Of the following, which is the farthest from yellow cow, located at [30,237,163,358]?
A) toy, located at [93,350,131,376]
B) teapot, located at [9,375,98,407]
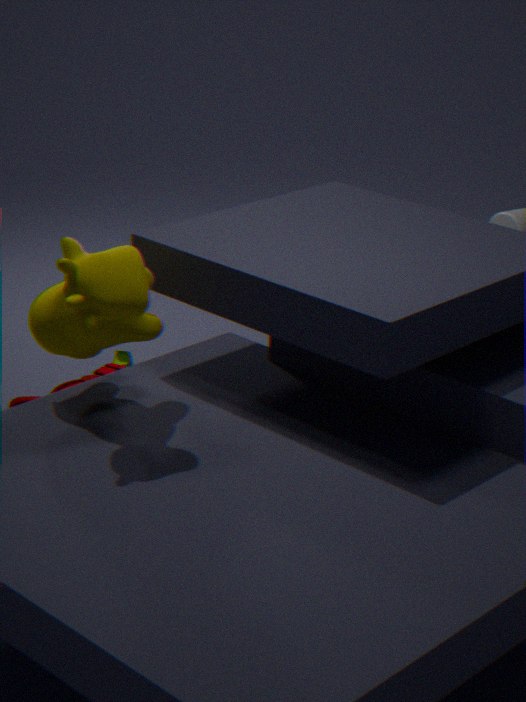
toy, located at [93,350,131,376]
